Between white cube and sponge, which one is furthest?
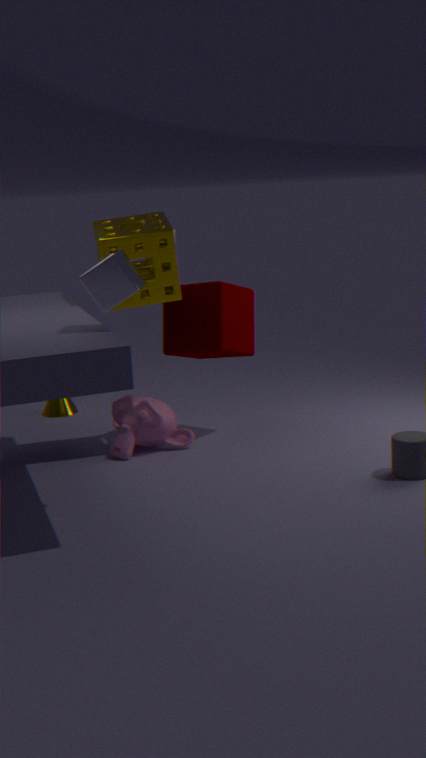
sponge
